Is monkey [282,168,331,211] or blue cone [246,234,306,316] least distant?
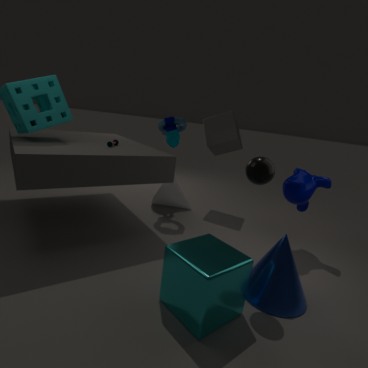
blue cone [246,234,306,316]
